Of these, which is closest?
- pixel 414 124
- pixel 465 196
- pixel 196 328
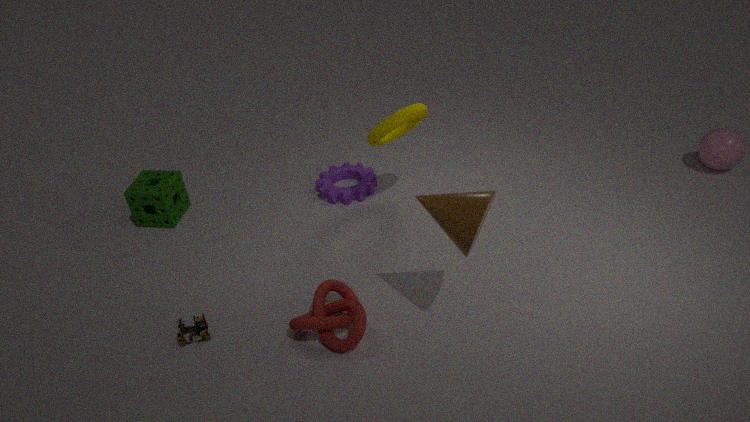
pixel 465 196
